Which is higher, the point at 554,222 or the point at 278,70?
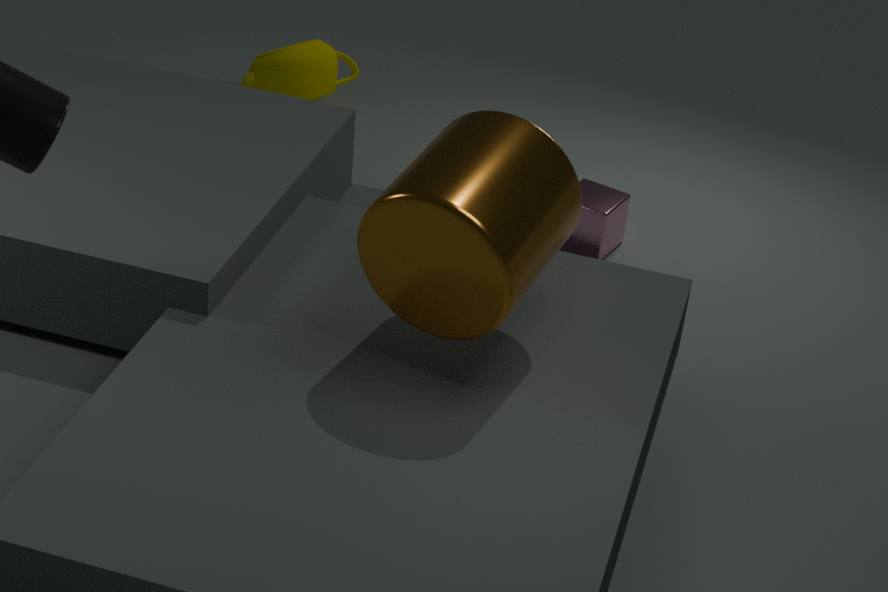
the point at 554,222
